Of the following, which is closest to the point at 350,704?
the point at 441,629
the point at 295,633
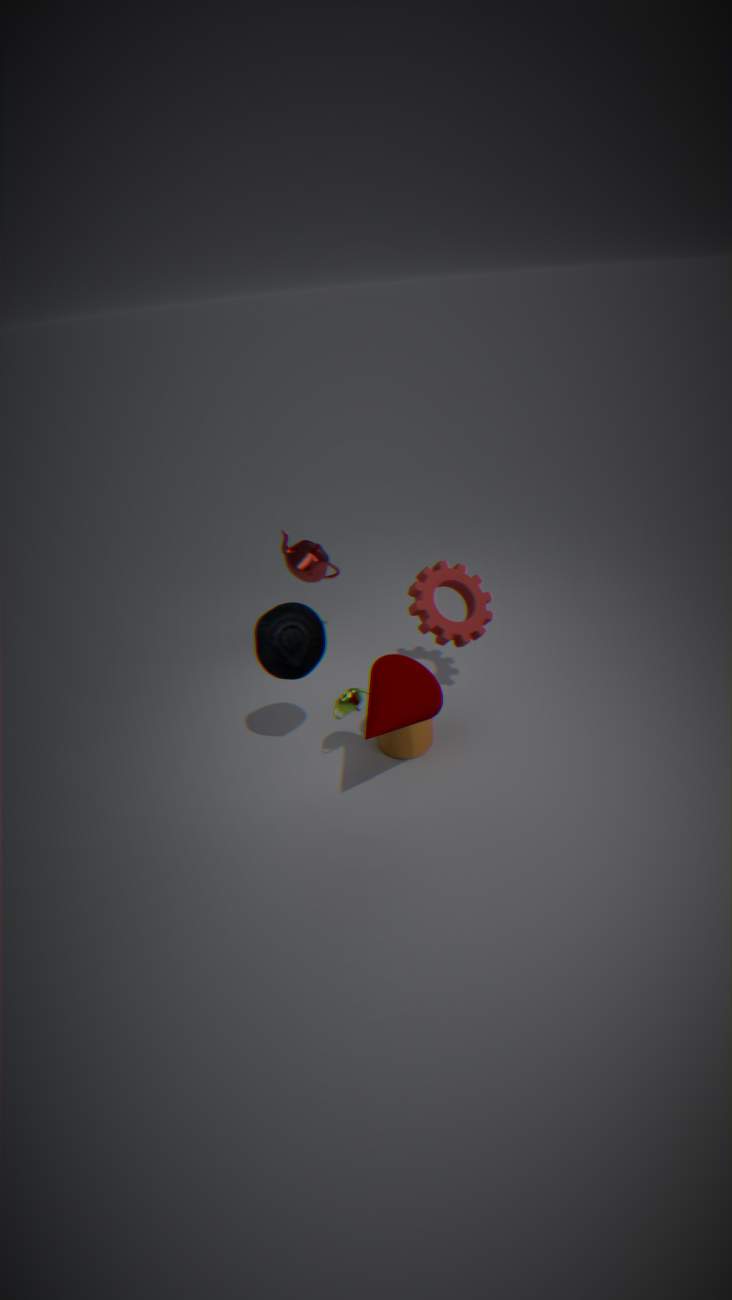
the point at 295,633
